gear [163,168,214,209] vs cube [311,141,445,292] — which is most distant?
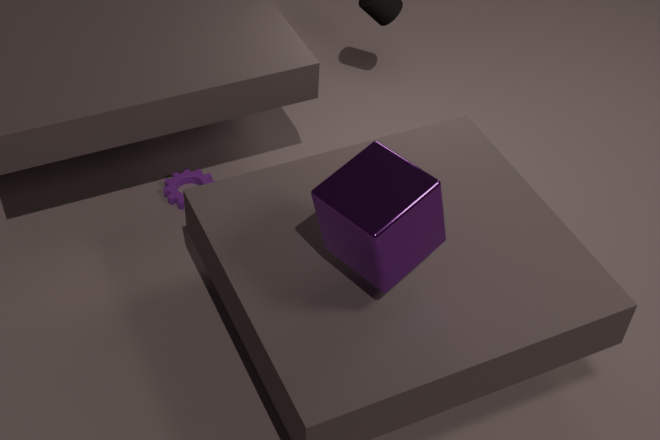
gear [163,168,214,209]
